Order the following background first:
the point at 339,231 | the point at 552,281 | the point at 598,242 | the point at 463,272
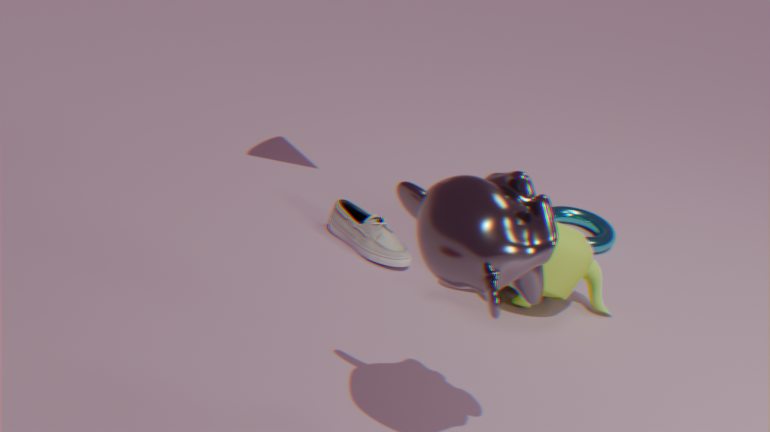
the point at 598,242 → the point at 339,231 → the point at 552,281 → the point at 463,272
